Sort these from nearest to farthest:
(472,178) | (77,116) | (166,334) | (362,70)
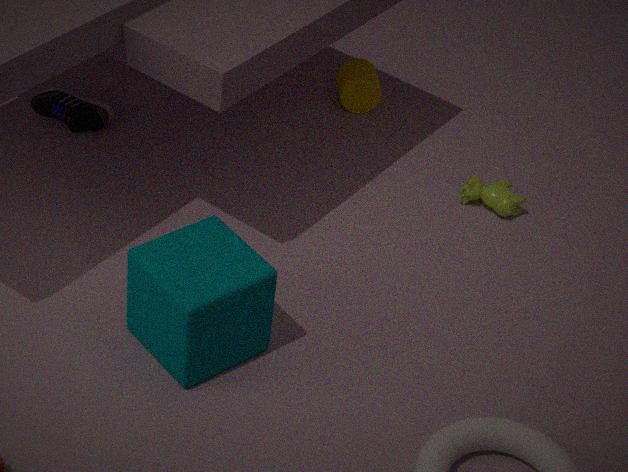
1. (166,334)
2. (472,178)
3. (77,116)
4. (362,70)
